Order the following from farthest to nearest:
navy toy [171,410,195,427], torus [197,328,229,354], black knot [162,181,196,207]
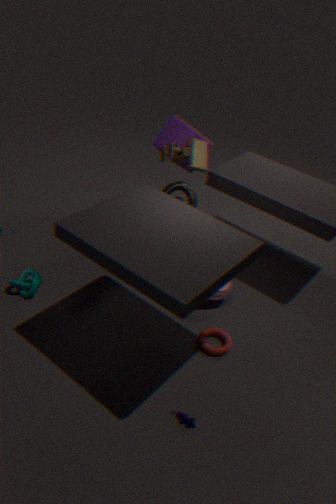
Result: black knot [162,181,196,207] → torus [197,328,229,354] → navy toy [171,410,195,427]
